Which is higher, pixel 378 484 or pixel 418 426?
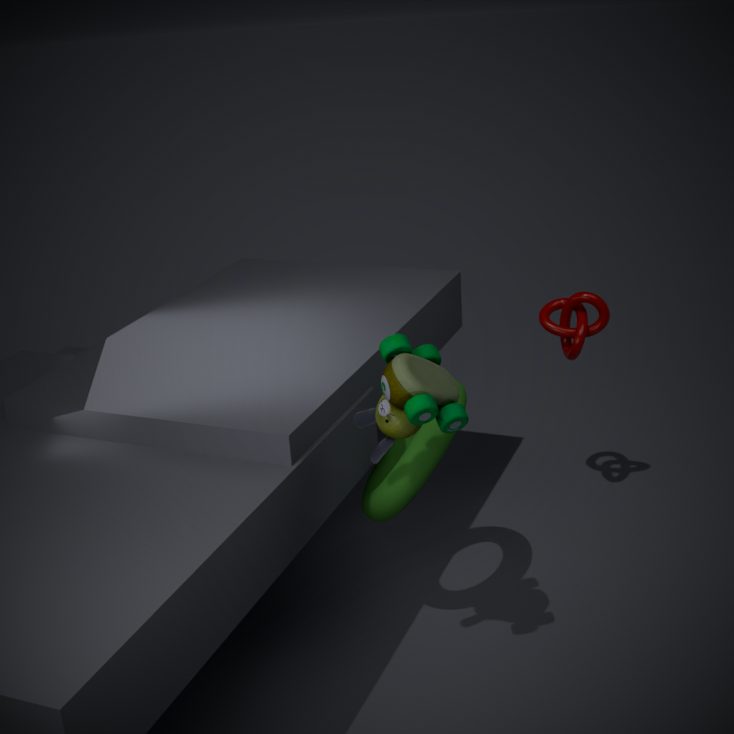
pixel 418 426
